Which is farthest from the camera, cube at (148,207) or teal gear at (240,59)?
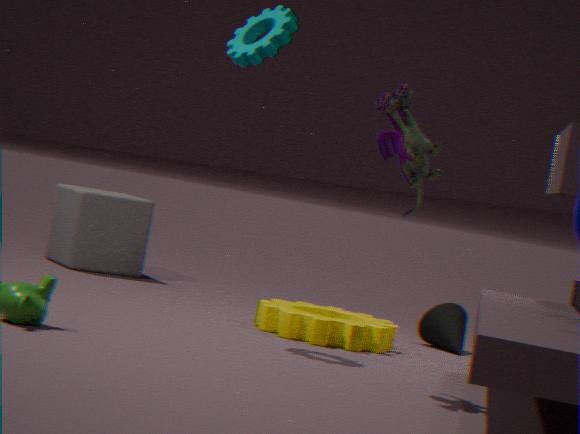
cube at (148,207)
